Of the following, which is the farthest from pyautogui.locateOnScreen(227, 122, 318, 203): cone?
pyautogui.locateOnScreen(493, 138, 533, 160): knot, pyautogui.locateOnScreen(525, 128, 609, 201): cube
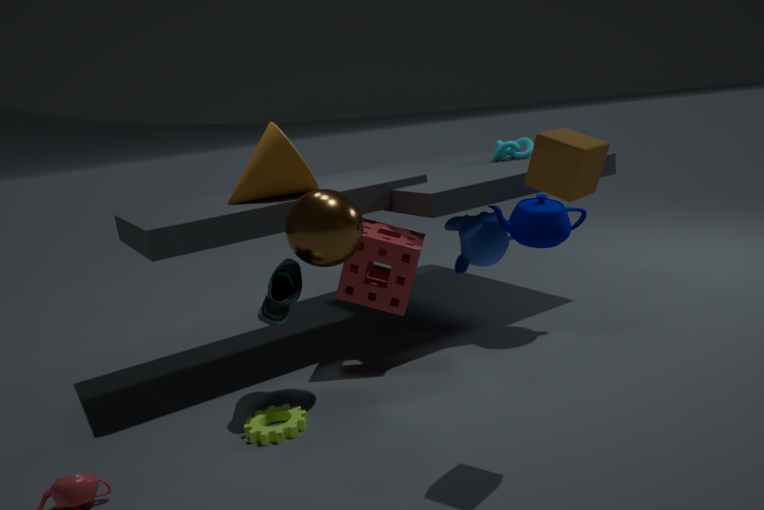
pyautogui.locateOnScreen(525, 128, 609, 201): cube
